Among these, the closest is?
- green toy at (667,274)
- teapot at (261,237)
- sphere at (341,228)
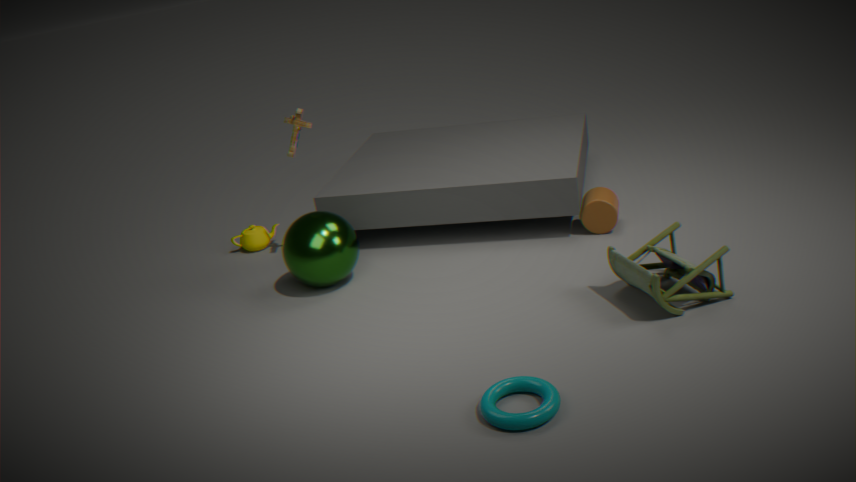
green toy at (667,274)
